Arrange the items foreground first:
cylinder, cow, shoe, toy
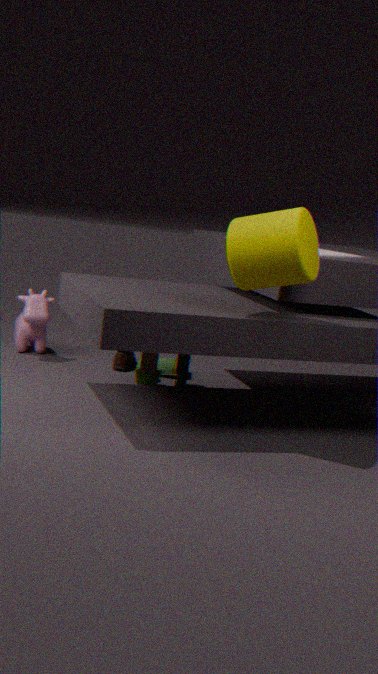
cylinder, toy, cow, shoe
